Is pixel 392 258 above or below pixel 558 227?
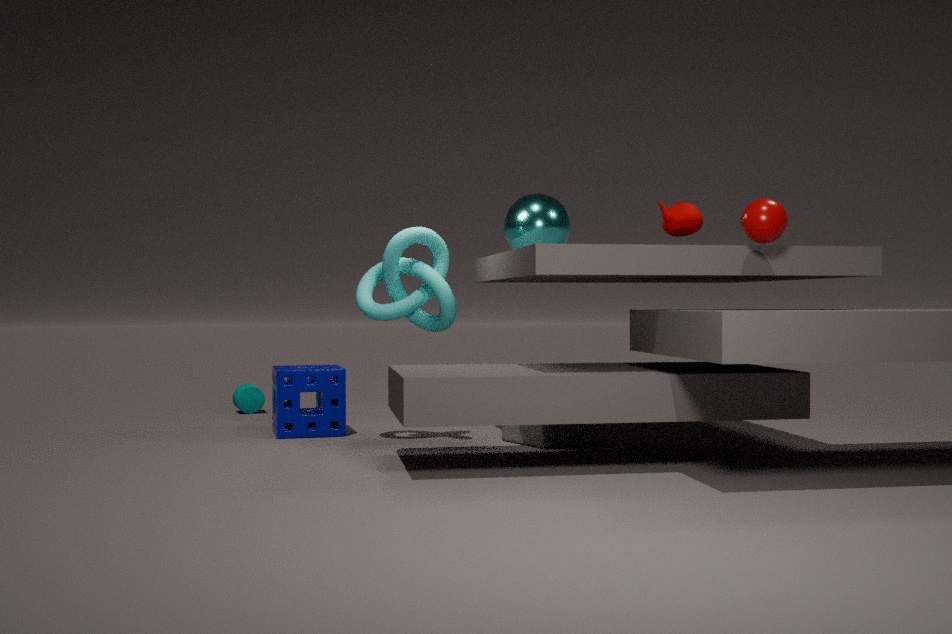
below
